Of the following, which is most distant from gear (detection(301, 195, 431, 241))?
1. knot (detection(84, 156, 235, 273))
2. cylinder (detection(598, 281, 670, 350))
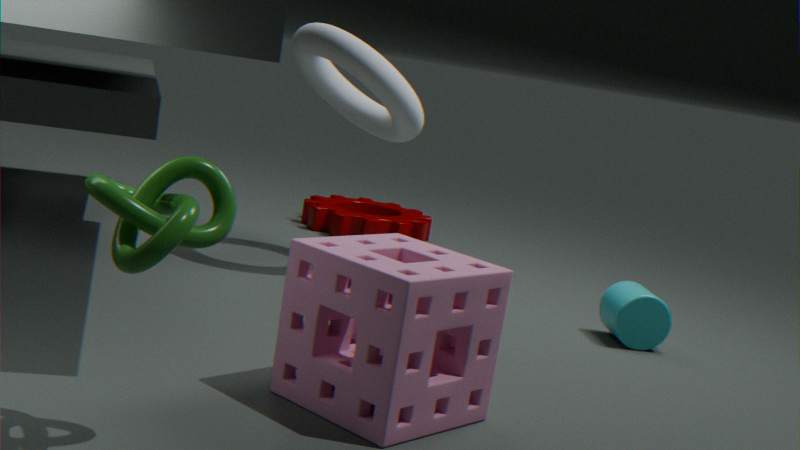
knot (detection(84, 156, 235, 273))
